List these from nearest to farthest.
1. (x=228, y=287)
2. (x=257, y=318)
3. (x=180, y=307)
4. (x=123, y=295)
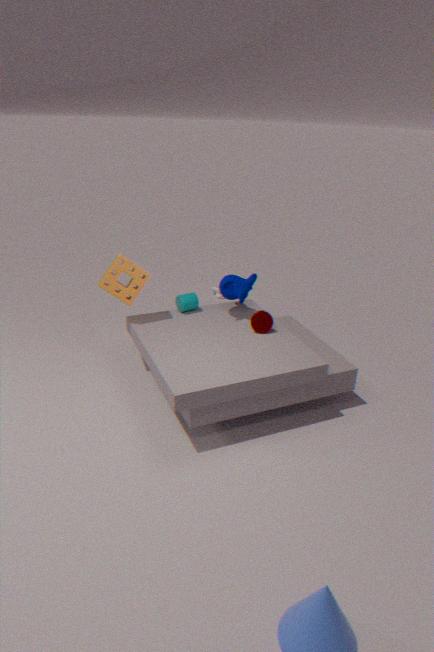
(x=123, y=295) → (x=257, y=318) → (x=228, y=287) → (x=180, y=307)
